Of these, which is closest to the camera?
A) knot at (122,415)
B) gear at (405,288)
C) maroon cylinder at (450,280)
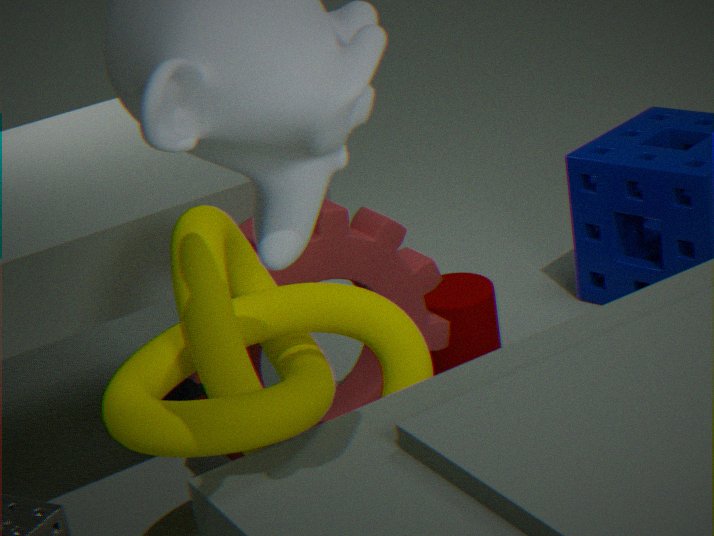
knot at (122,415)
